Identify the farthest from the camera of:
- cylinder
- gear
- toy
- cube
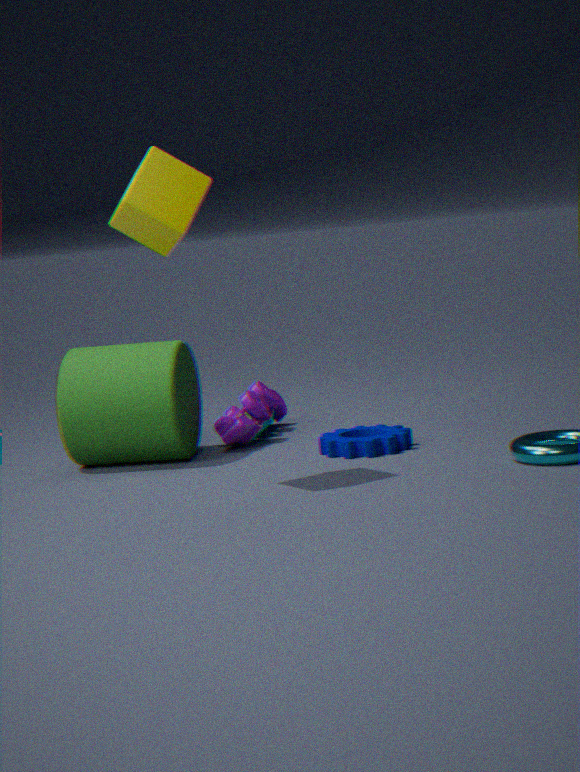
toy
